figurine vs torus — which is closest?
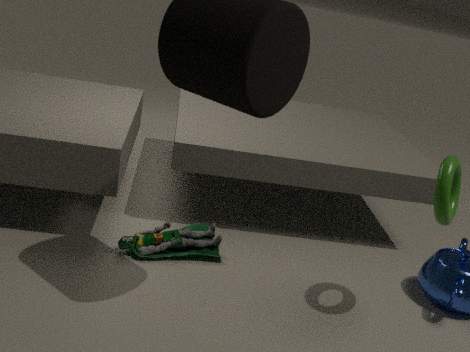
torus
